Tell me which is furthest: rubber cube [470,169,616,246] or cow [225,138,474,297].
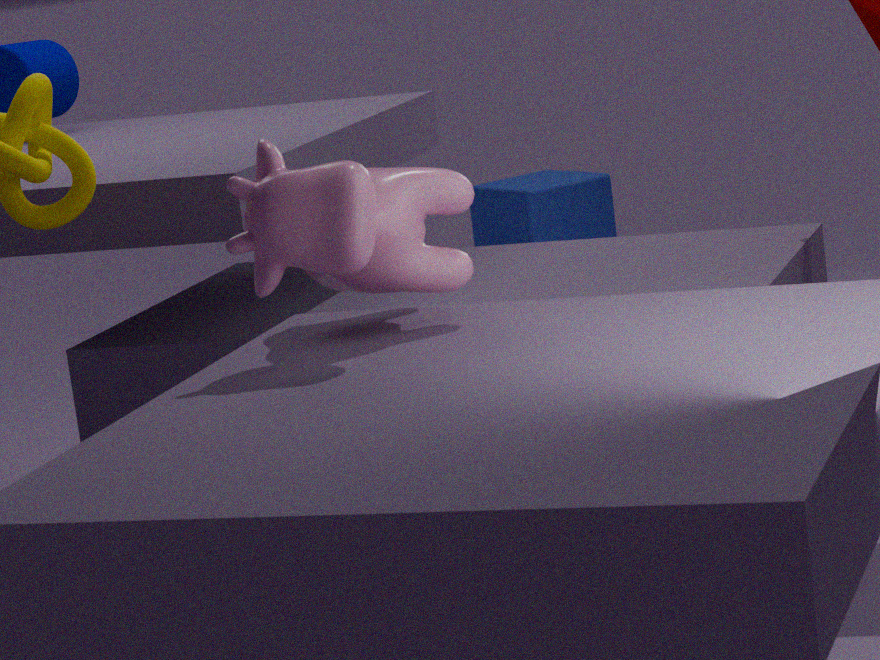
rubber cube [470,169,616,246]
